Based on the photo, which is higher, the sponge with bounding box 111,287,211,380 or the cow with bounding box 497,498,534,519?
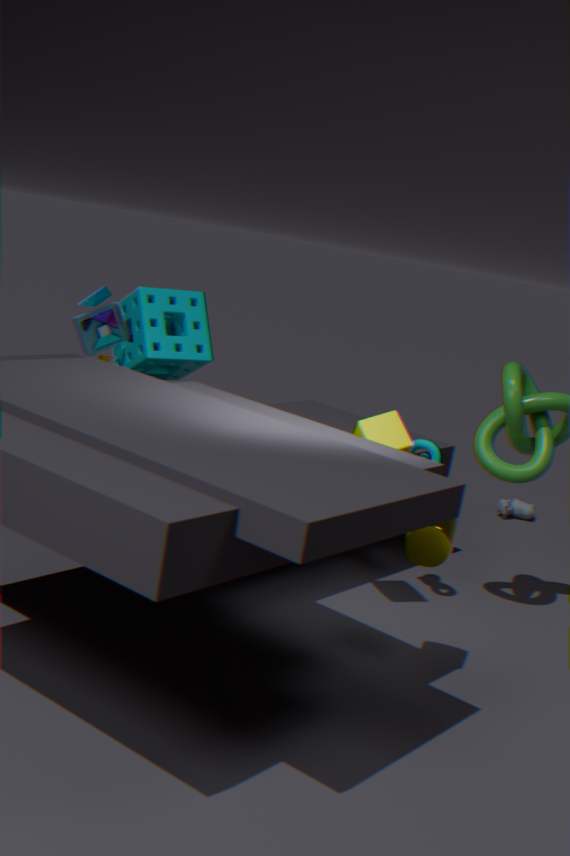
the sponge with bounding box 111,287,211,380
